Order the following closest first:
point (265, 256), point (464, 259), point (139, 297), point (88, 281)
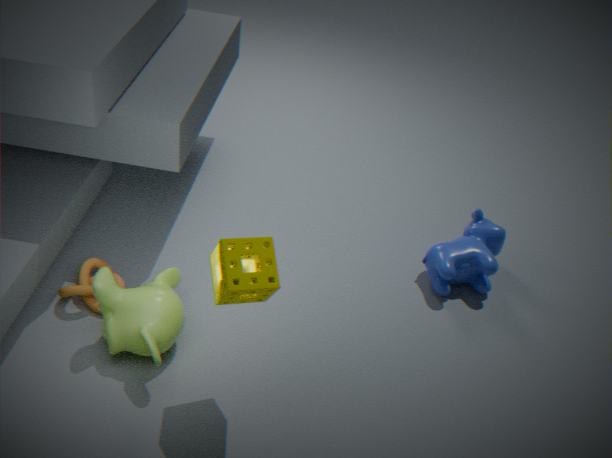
point (265, 256), point (139, 297), point (88, 281), point (464, 259)
